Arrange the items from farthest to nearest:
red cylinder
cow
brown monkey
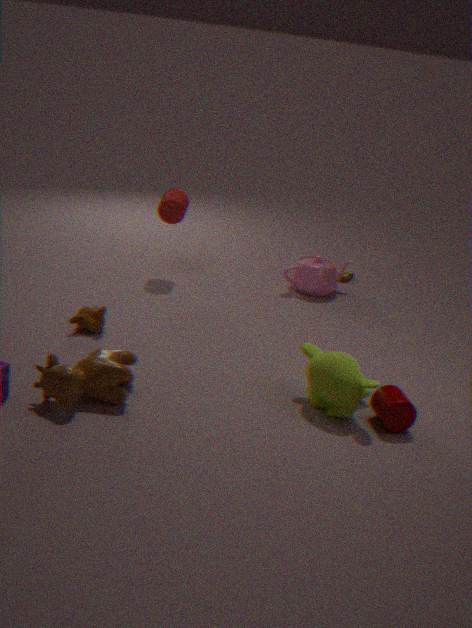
red cylinder < brown monkey < cow
